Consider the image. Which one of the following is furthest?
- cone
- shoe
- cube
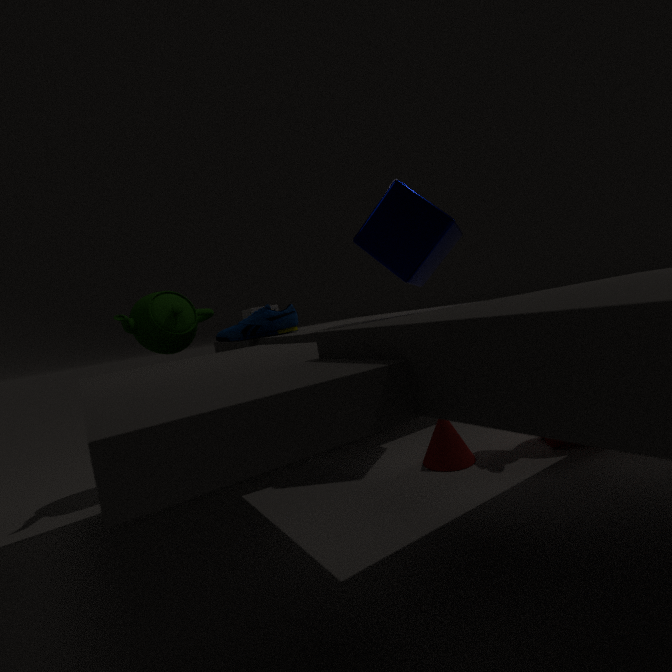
shoe
